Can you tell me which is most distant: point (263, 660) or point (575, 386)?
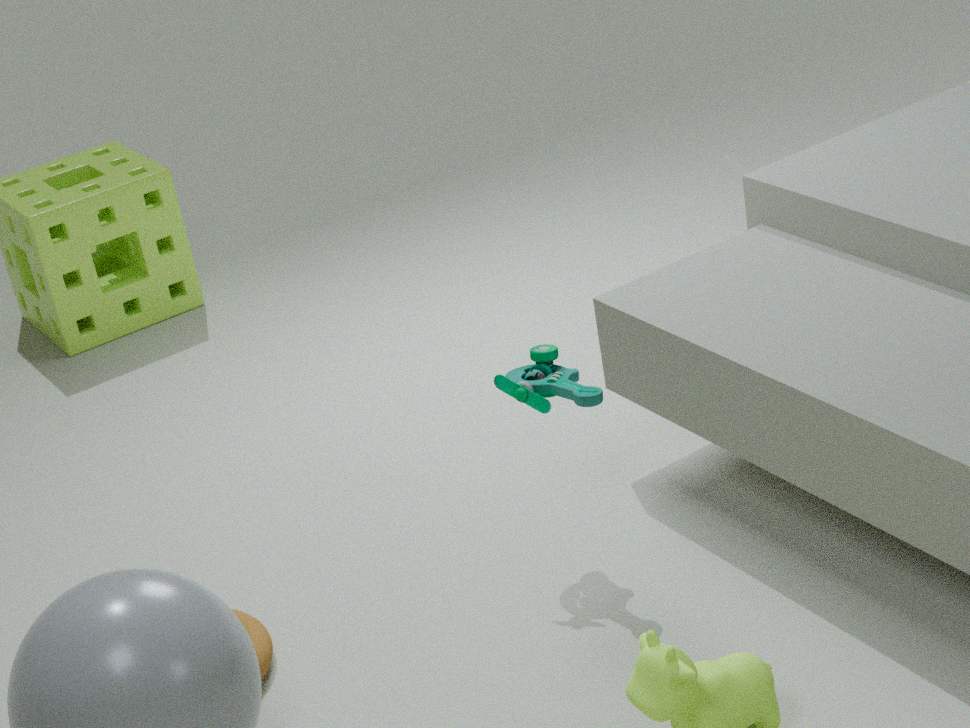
point (575, 386)
